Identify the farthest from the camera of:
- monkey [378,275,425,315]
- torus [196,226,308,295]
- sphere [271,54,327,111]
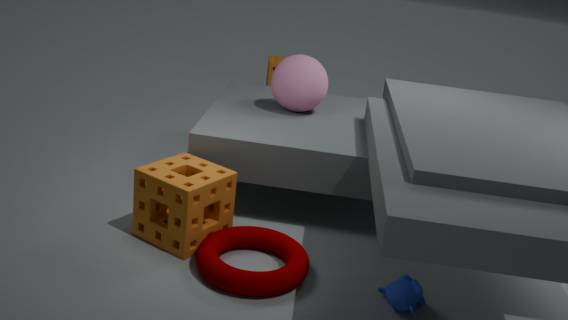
sphere [271,54,327,111]
